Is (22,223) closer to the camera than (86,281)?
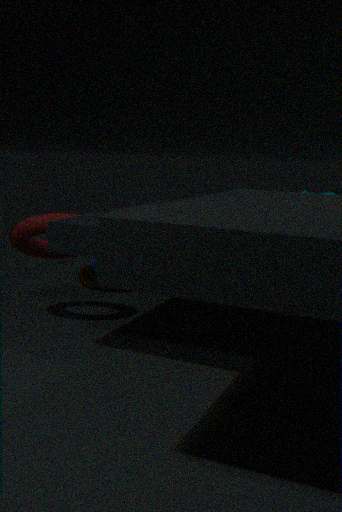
Yes
